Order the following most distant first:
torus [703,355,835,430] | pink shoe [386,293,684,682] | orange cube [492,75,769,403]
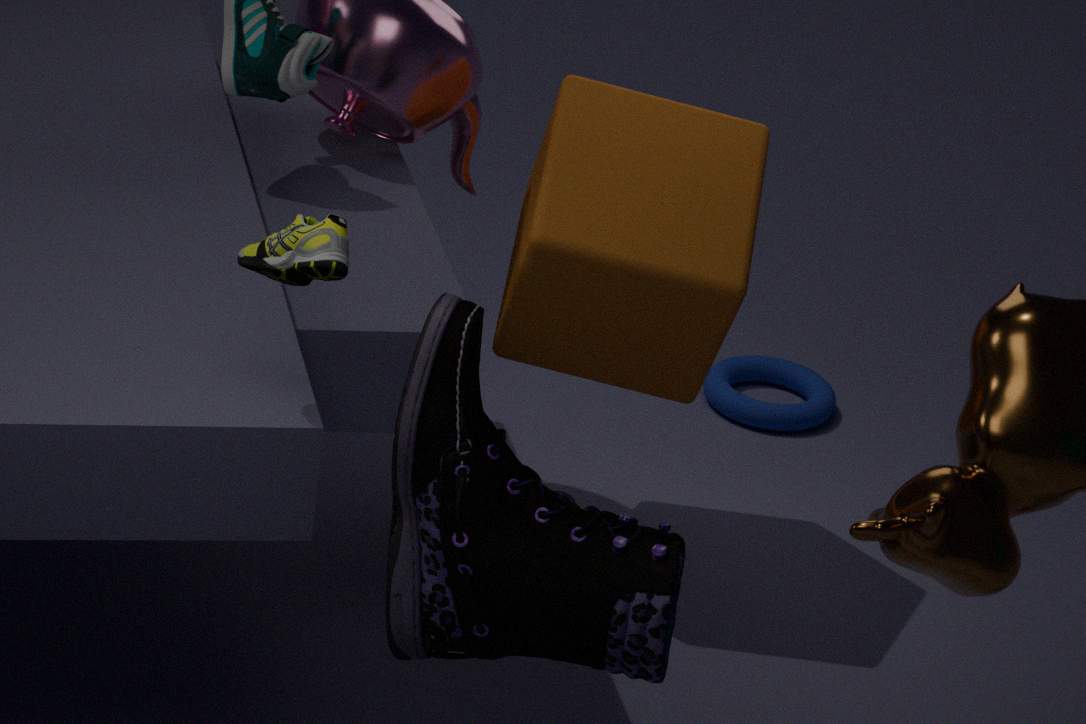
torus [703,355,835,430], orange cube [492,75,769,403], pink shoe [386,293,684,682]
